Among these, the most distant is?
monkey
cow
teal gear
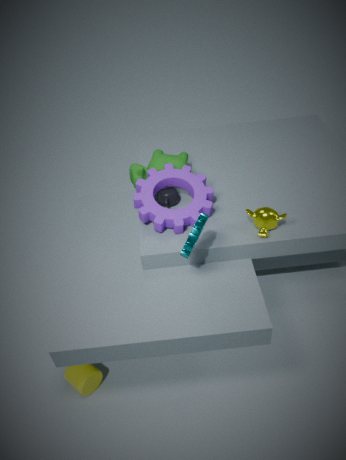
cow
